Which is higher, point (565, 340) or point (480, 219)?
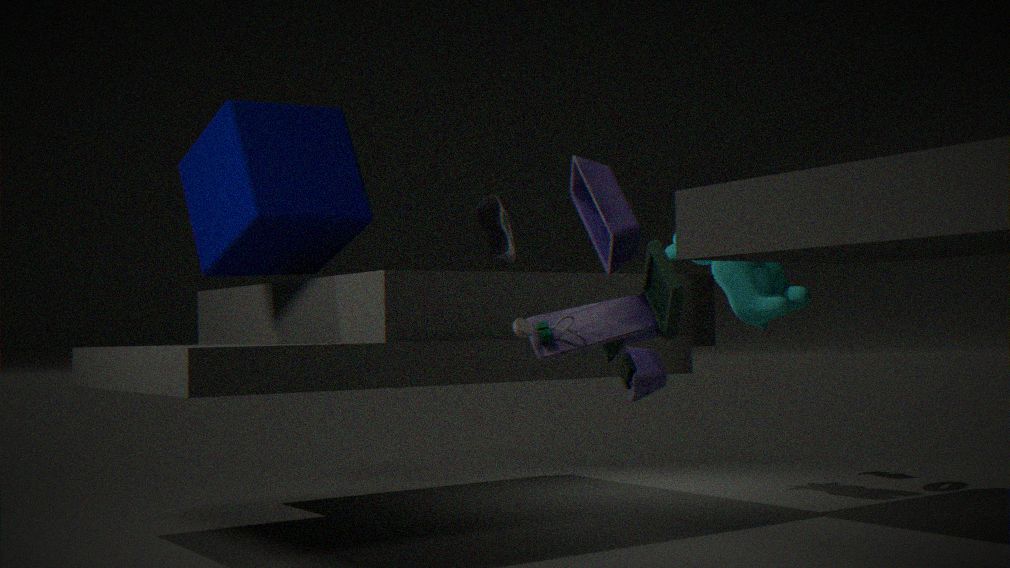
point (480, 219)
